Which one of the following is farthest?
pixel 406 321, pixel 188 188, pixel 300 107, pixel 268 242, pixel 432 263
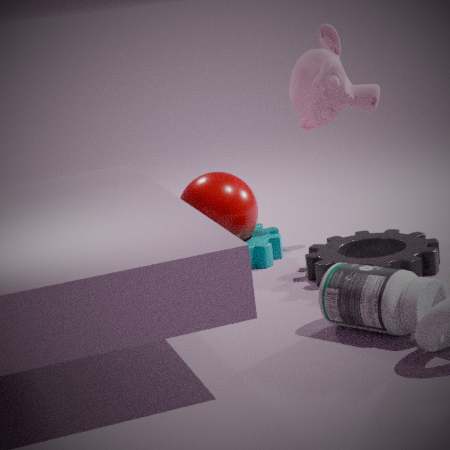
pixel 300 107
